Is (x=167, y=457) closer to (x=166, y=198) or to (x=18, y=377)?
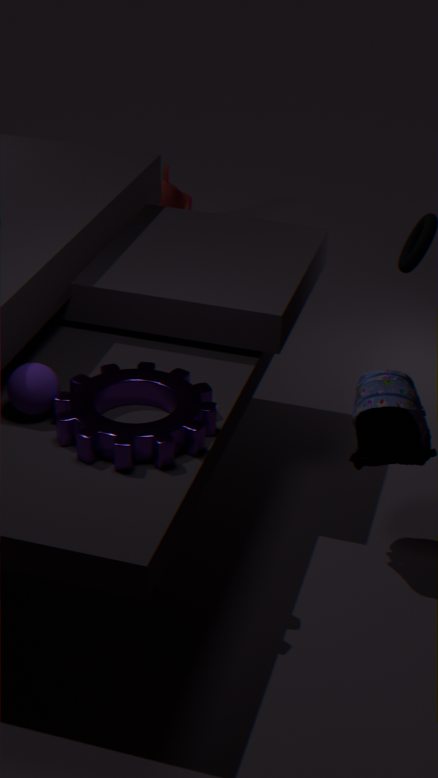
(x=18, y=377)
